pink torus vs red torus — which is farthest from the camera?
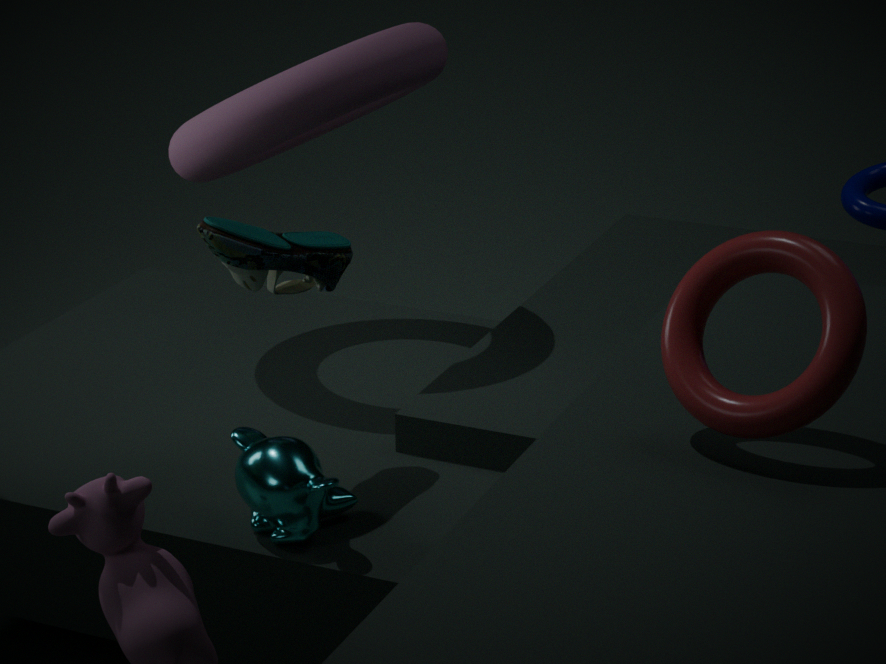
pink torus
